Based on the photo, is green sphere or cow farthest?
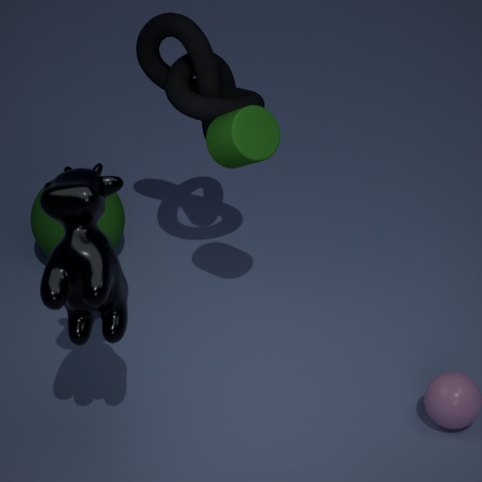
green sphere
